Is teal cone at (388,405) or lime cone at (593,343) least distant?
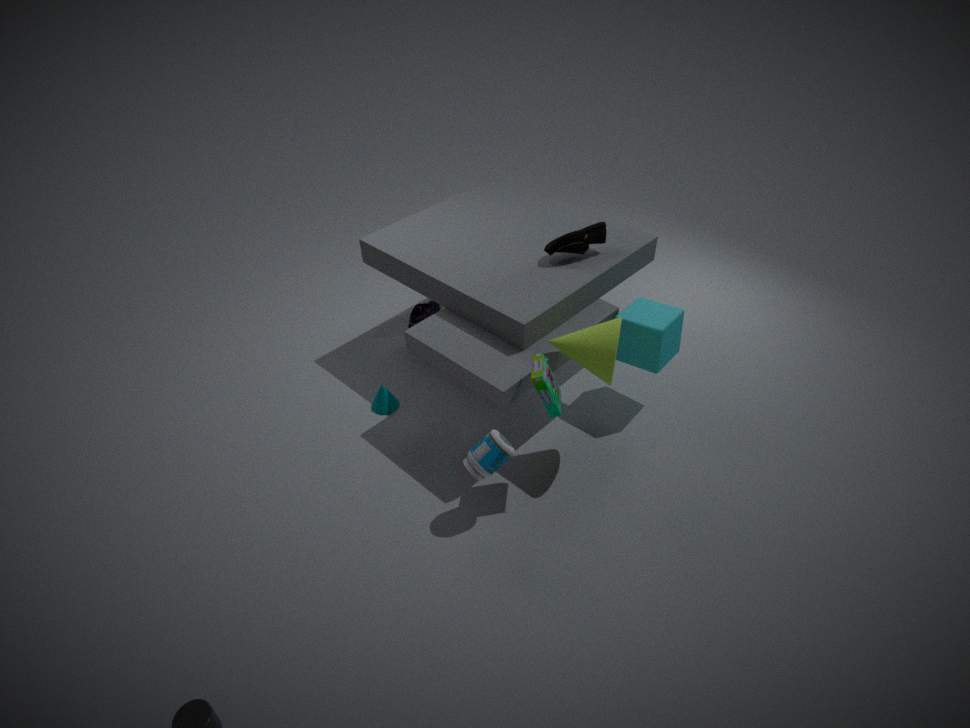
lime cone at (593,343)
